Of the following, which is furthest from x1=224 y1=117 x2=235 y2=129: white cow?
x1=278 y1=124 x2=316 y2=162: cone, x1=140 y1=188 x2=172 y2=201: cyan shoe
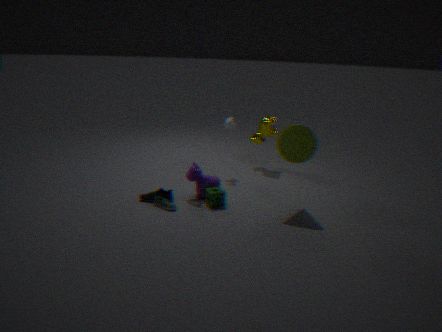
x1=140 y1=188 x2=172 y2=201: cyan shoe
